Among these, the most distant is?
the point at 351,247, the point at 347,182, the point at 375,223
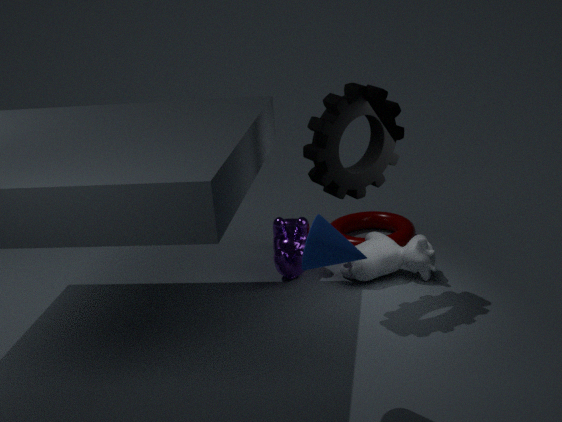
the point at 375,223
